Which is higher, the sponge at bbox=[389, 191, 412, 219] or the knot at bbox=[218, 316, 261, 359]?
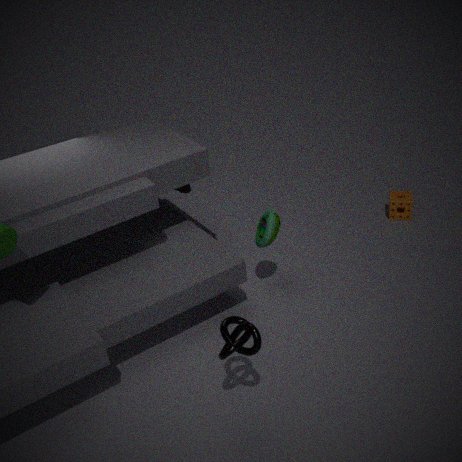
the knot at bbox=[218, 316, 261, 359]
